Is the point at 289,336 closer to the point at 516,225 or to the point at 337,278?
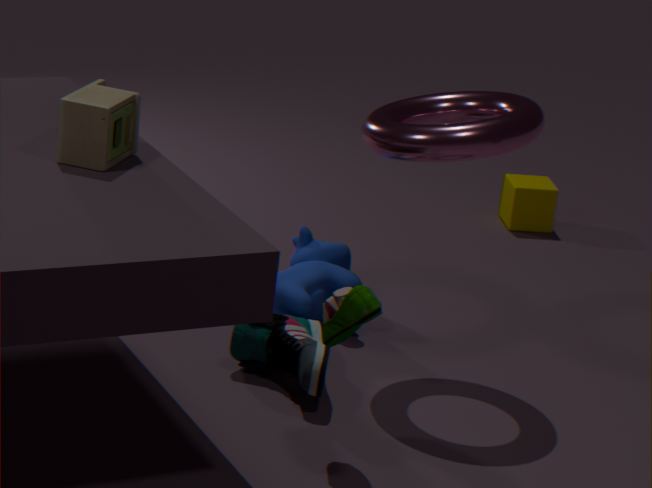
the point at 337,278
